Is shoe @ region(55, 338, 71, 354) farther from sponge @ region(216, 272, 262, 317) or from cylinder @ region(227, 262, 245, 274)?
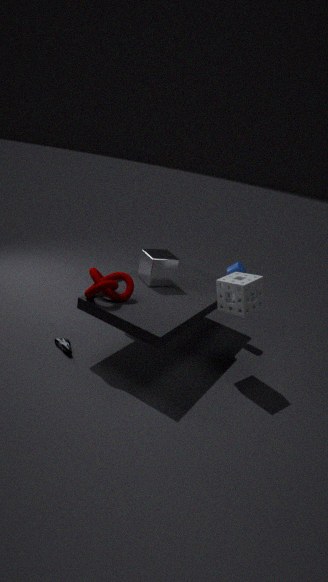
cylinder @ region(227, 262, 245, 274)
